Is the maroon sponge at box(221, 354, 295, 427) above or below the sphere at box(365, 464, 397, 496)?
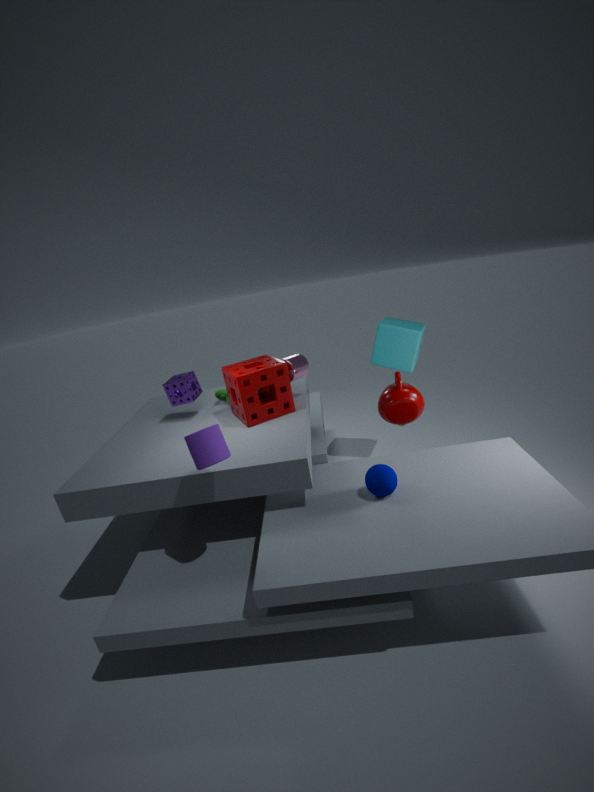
above
